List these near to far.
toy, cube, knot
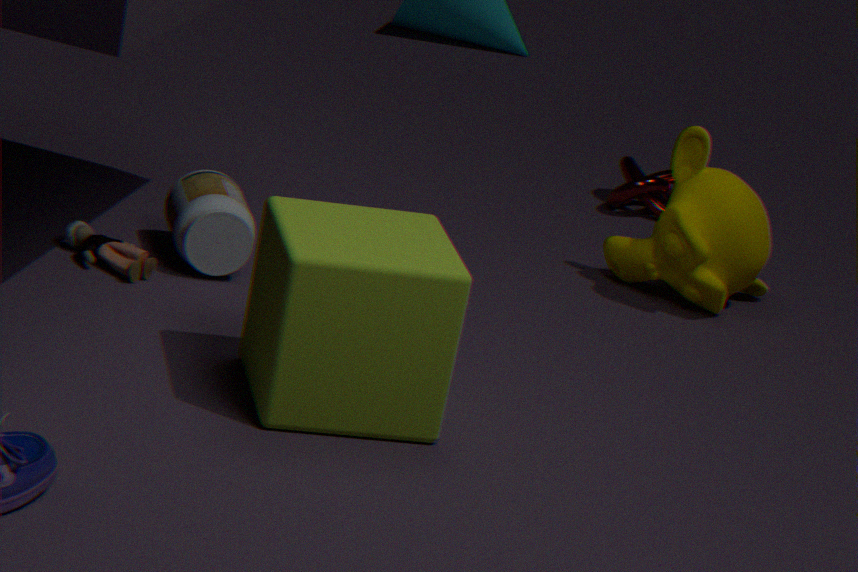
1. cube
2. toy
3. knot
